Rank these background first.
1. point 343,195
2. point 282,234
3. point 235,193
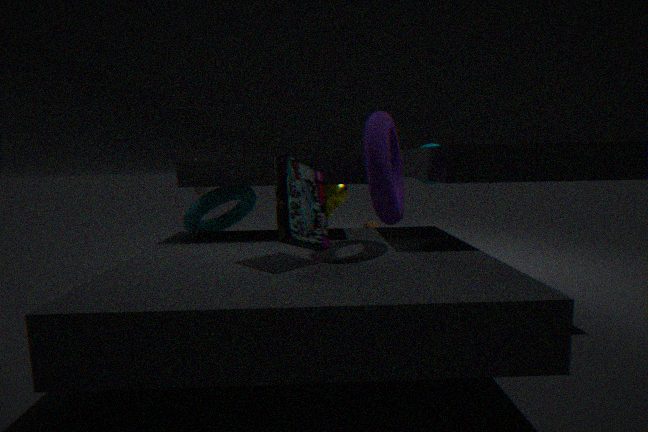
1. point 343,195
2. point 235,193
3. point 282,234
